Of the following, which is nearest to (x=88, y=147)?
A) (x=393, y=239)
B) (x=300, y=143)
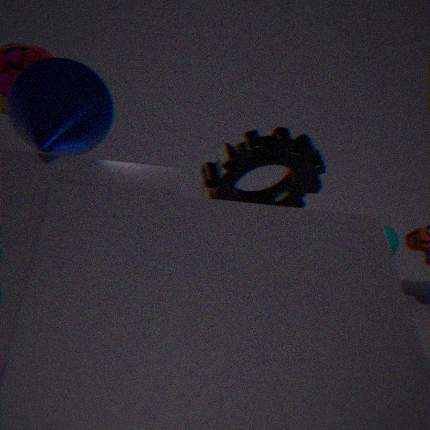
(x=300, y=143)
